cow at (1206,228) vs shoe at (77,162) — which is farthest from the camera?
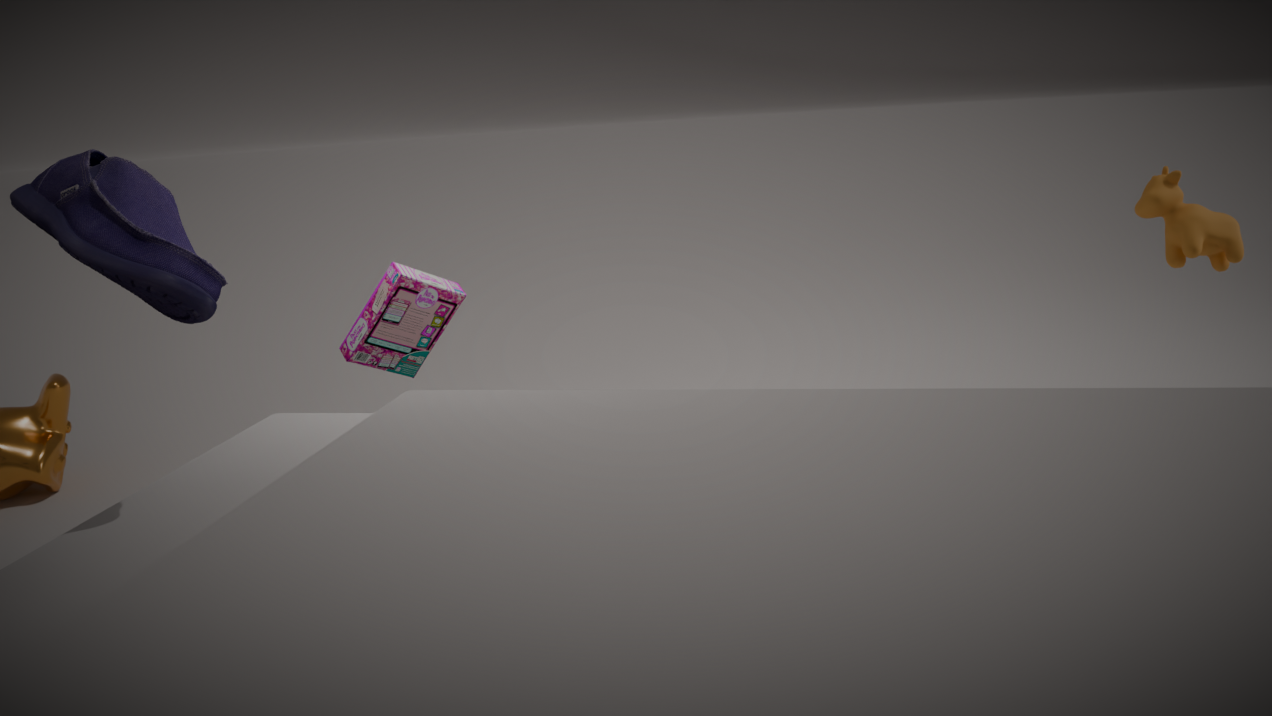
cow at (1206,228)
